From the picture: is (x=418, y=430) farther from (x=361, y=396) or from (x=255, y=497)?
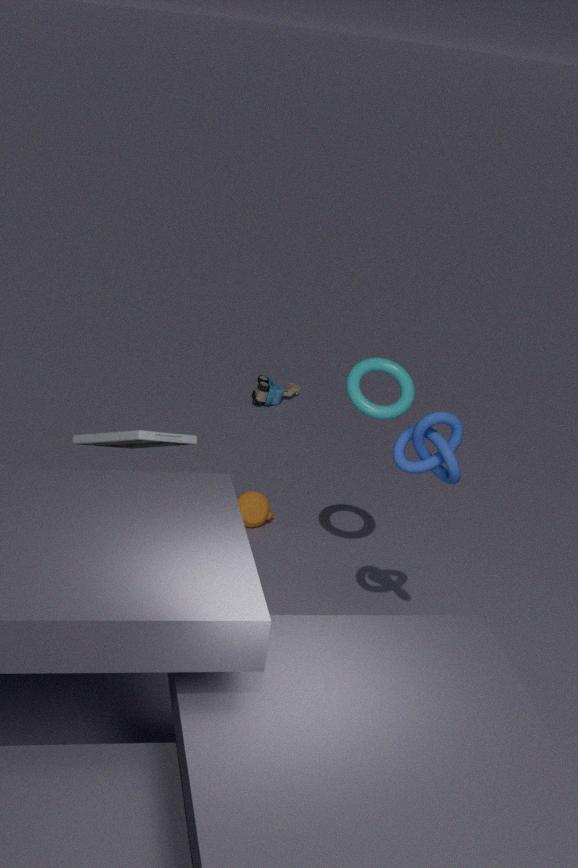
(x=255, y=497)
